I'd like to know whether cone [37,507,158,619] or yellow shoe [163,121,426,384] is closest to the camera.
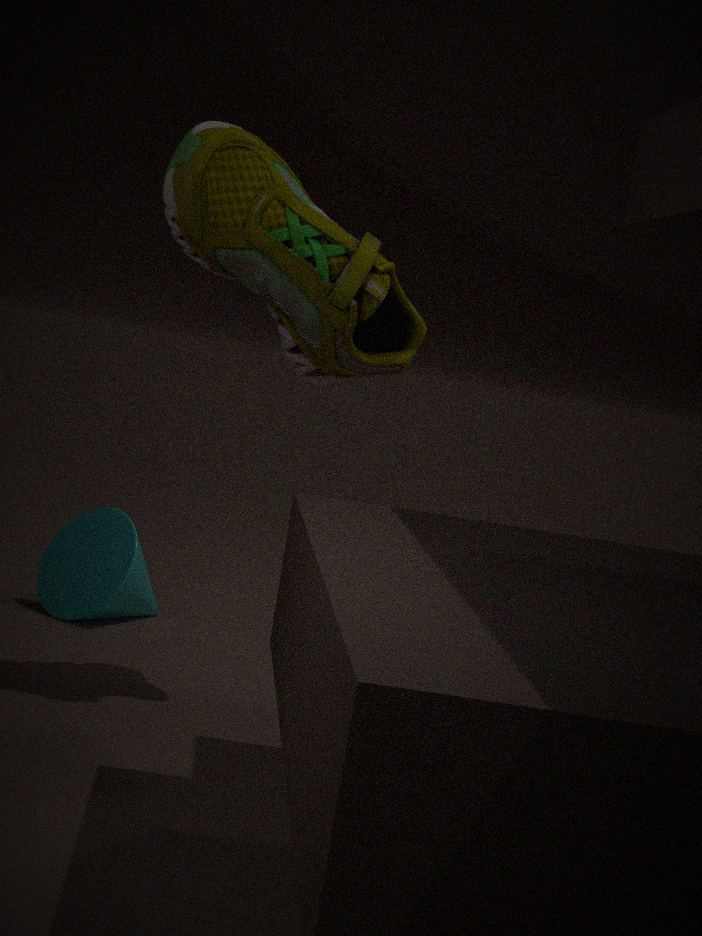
yellow shoe [163,121,426,384]
